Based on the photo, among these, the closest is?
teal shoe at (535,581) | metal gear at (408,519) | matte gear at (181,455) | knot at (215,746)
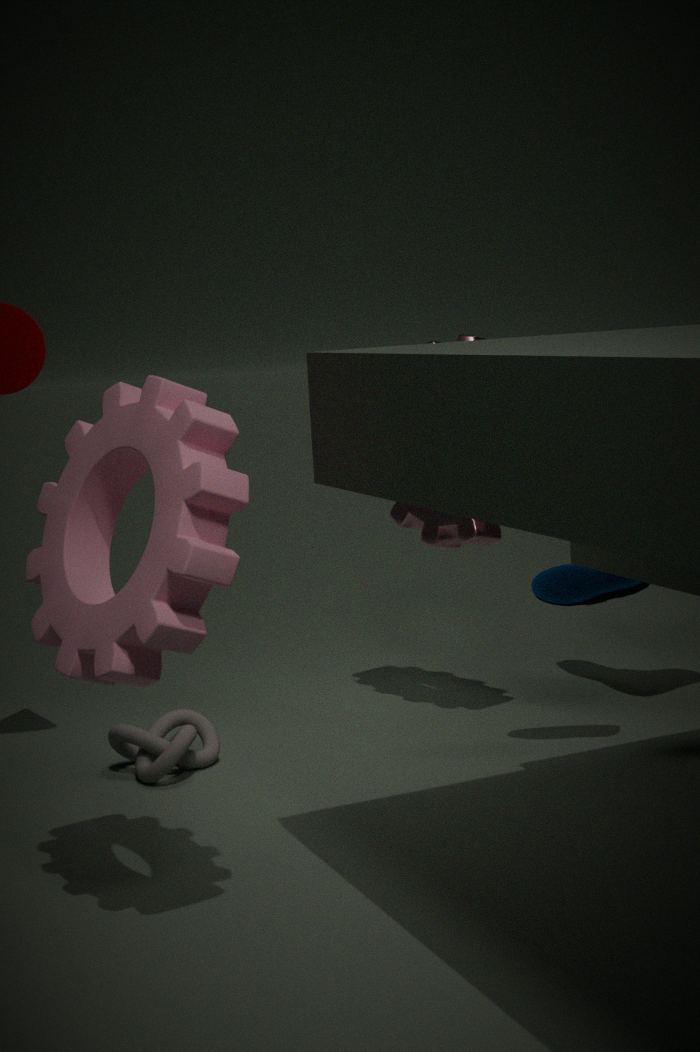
matte gear at (181,455)
